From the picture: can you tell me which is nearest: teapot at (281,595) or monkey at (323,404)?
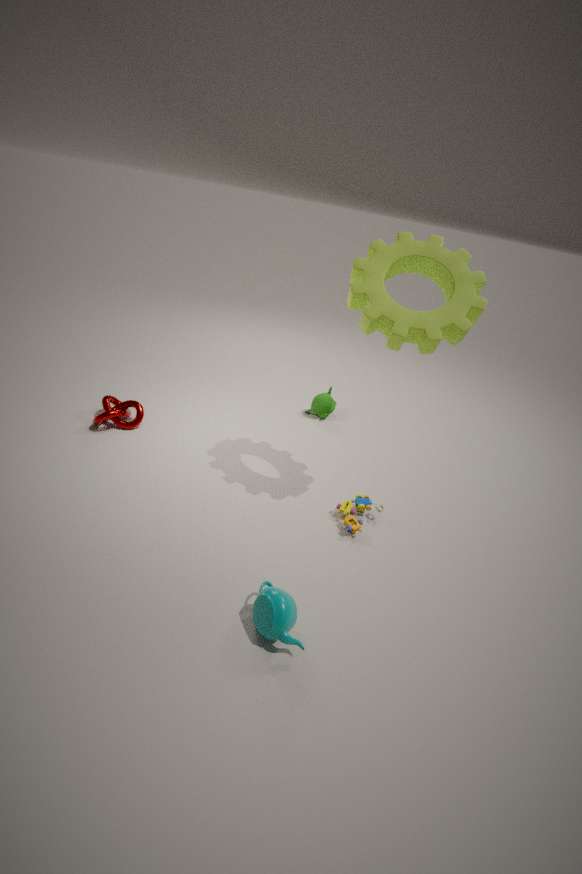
teapot at (281,595)
